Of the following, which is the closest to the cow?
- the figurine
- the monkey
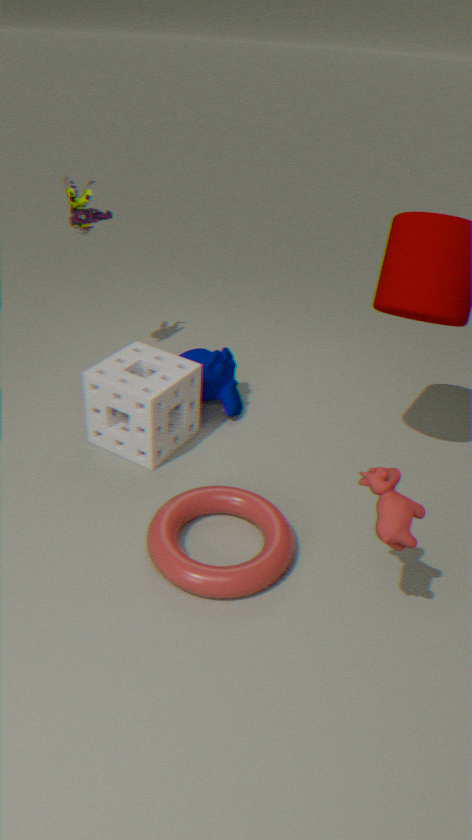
the monkey
